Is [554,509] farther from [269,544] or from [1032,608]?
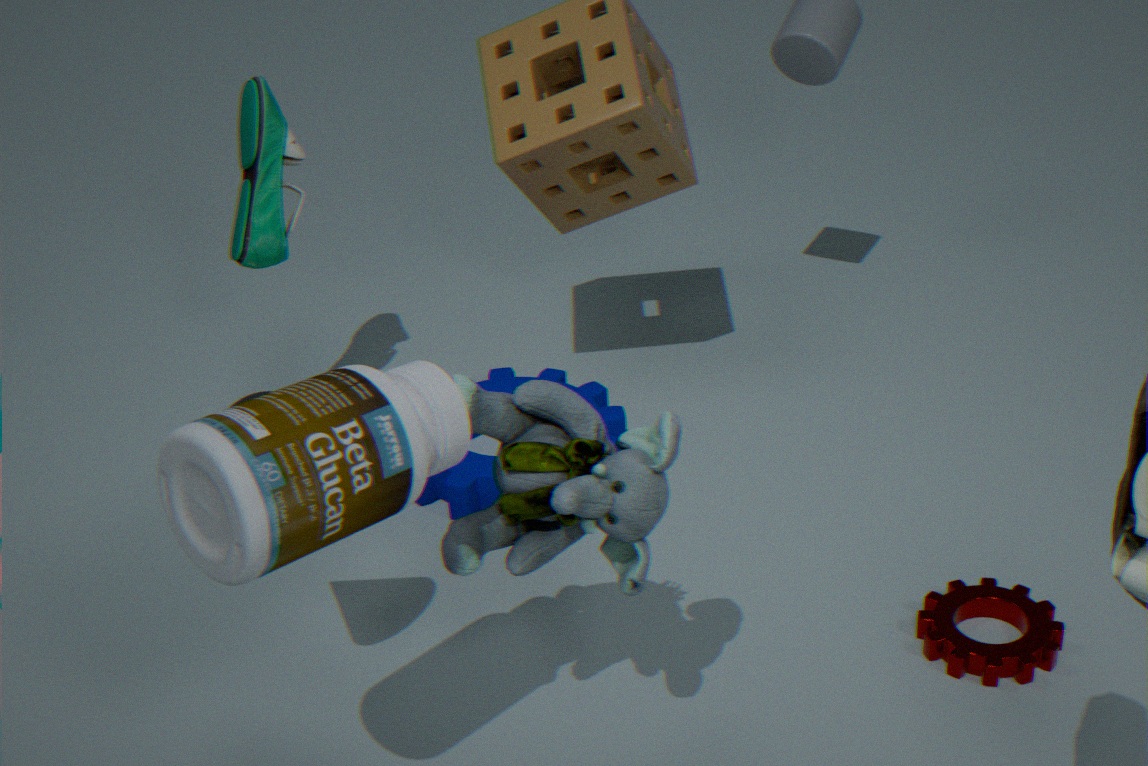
[1032,608]
